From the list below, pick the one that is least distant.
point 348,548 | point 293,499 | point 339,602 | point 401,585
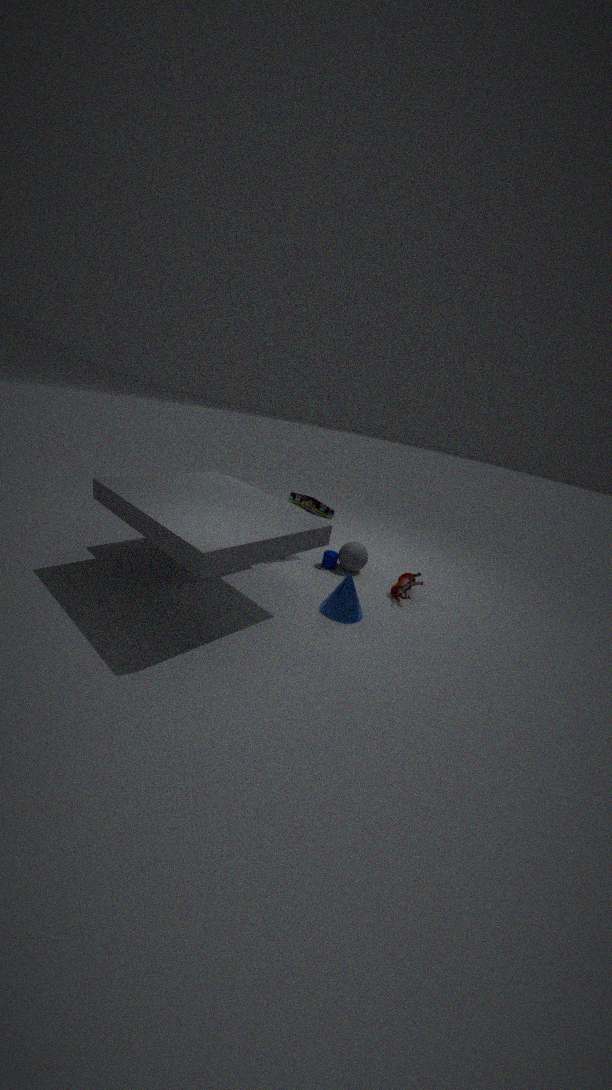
point 339,602
